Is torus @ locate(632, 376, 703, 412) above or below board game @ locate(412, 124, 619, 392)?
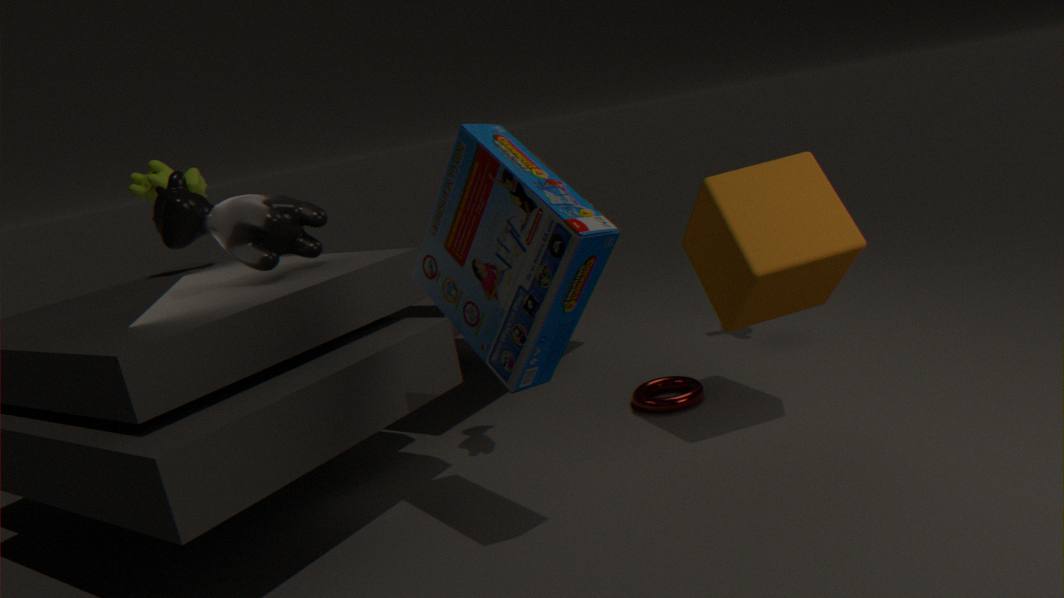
below
